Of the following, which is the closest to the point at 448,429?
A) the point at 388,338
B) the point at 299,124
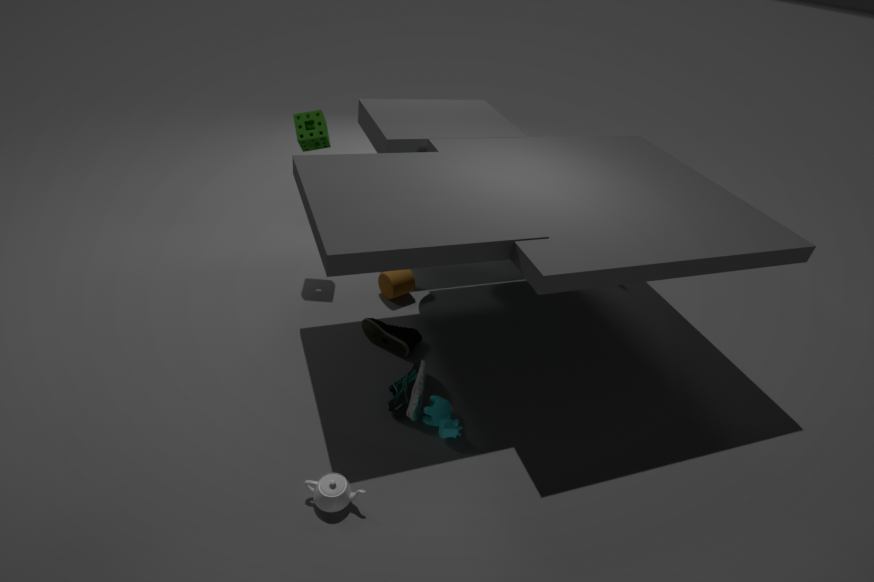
the point at 388,338
